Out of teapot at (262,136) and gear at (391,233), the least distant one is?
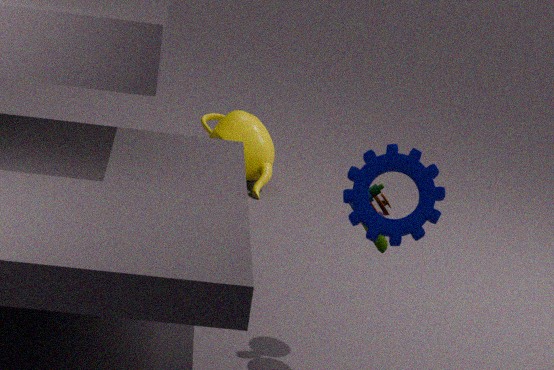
gear at (391,233)
